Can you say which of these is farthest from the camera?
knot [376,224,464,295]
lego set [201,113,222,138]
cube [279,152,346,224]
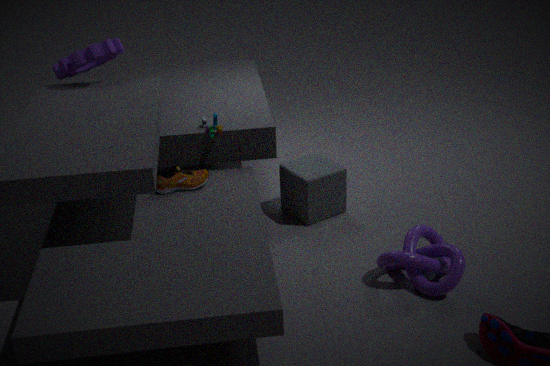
cube [279,152,346,224]
